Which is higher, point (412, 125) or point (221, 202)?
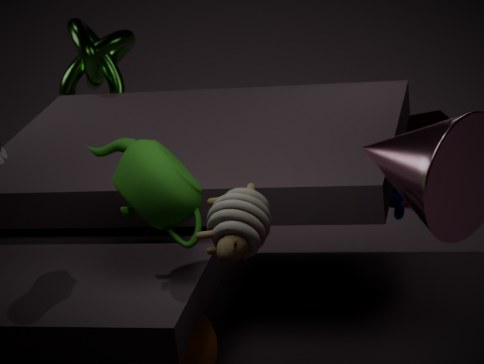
point (221, 202)
